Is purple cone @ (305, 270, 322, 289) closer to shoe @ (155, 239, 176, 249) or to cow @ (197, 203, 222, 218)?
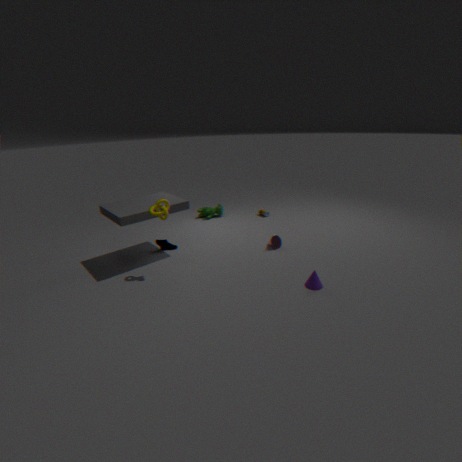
shoe @ (155, 239, 176, 249)
